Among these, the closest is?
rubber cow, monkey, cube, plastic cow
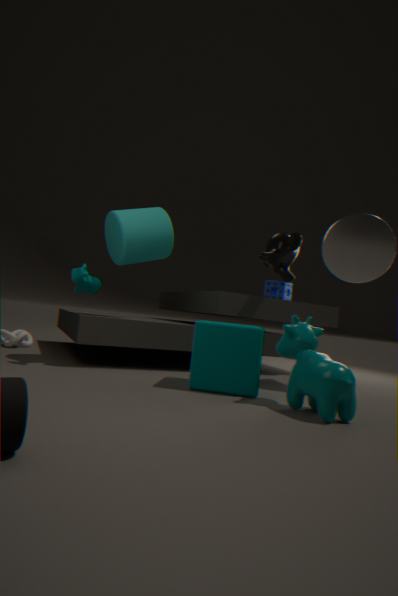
plastic cow
